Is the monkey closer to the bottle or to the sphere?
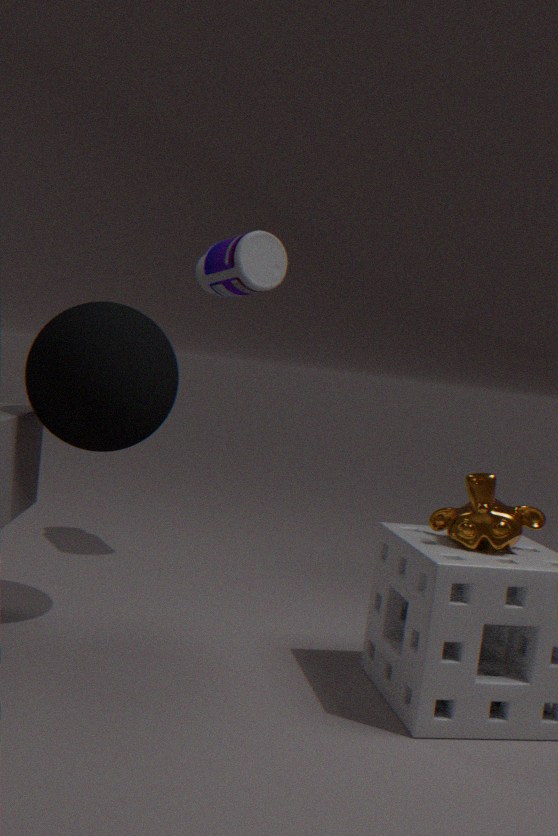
the sphere
